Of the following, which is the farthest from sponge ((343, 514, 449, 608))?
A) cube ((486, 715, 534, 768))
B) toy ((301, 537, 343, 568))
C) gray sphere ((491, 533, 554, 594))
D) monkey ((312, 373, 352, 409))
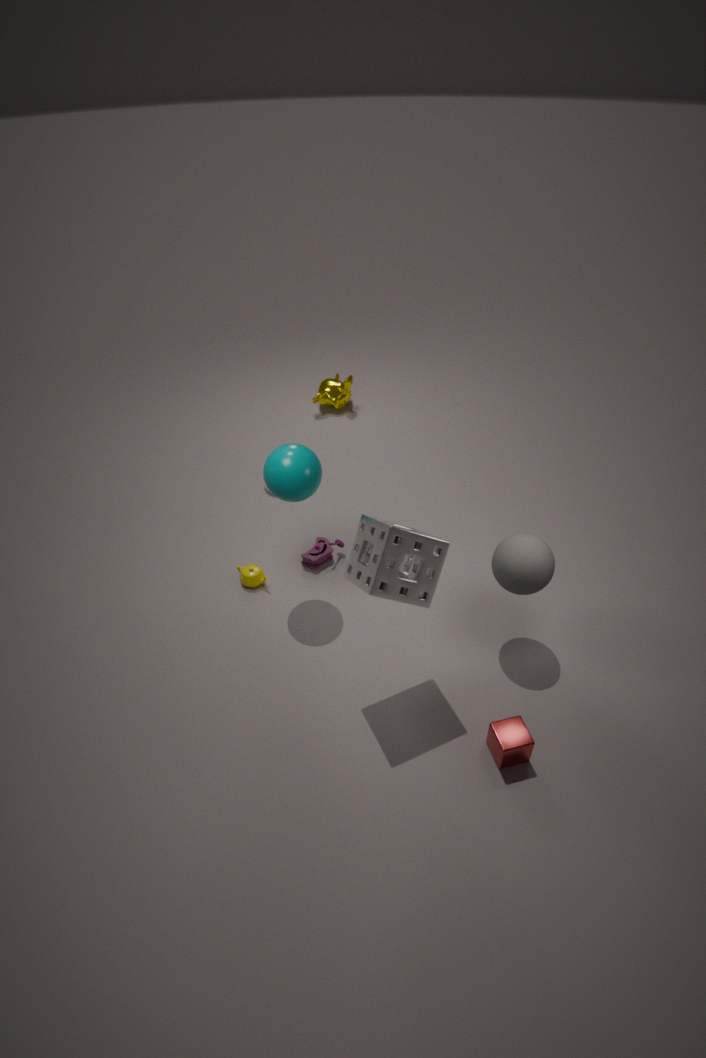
monkey ((312, 373, 352, 409))
